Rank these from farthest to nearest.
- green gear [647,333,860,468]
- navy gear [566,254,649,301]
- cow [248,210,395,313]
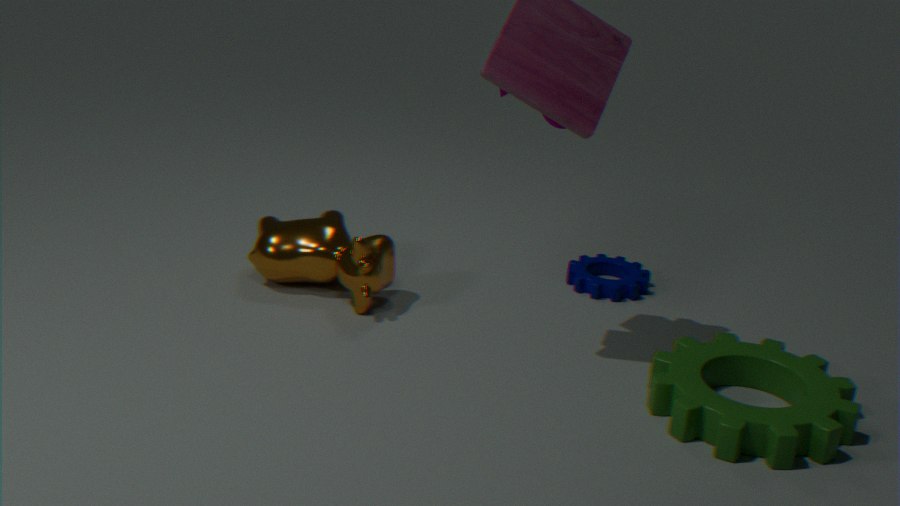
1. navy gear [566,254,649,301]
2. cow [248,210,395,313]
3. green gear [647,333,860,468]
